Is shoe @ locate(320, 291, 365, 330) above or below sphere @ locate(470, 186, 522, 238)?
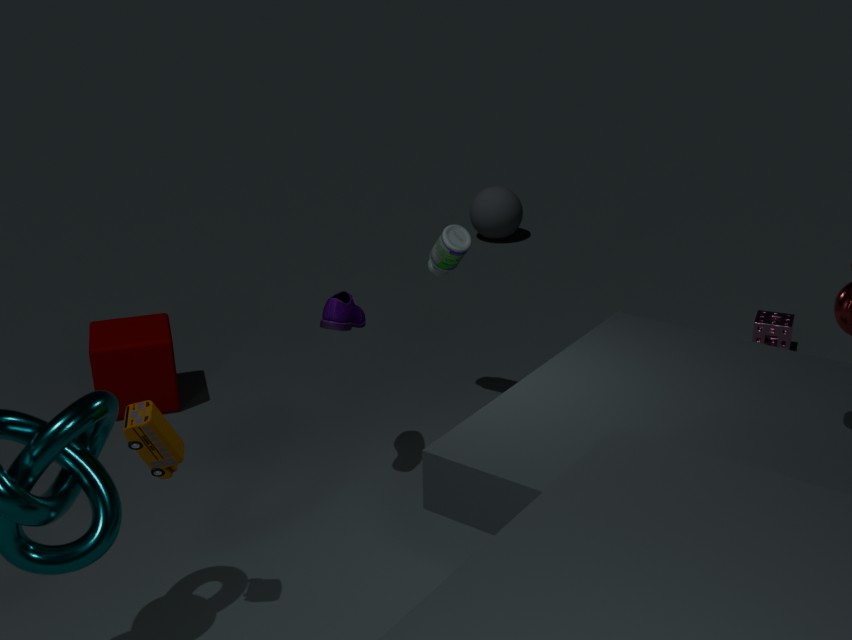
above
